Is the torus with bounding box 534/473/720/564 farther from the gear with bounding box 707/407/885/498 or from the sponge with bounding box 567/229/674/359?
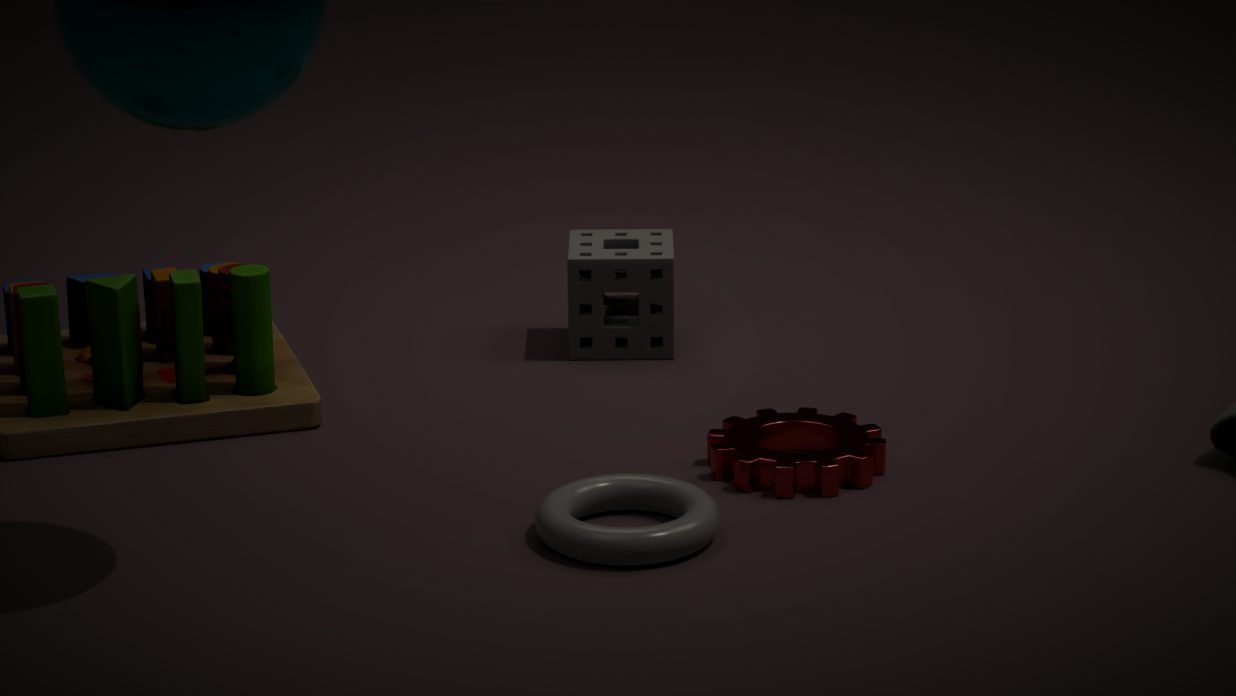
the sponge with bounding box 567/229/674/359
